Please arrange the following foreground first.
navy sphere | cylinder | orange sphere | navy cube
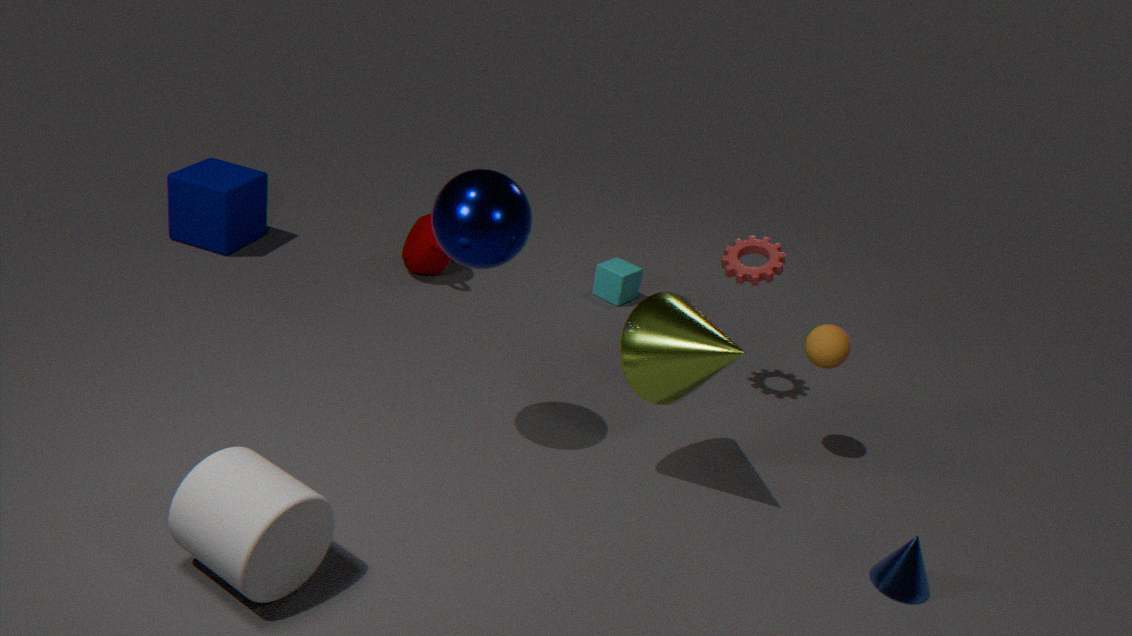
cylinder
navy sphere
orange sphere
navy cube
